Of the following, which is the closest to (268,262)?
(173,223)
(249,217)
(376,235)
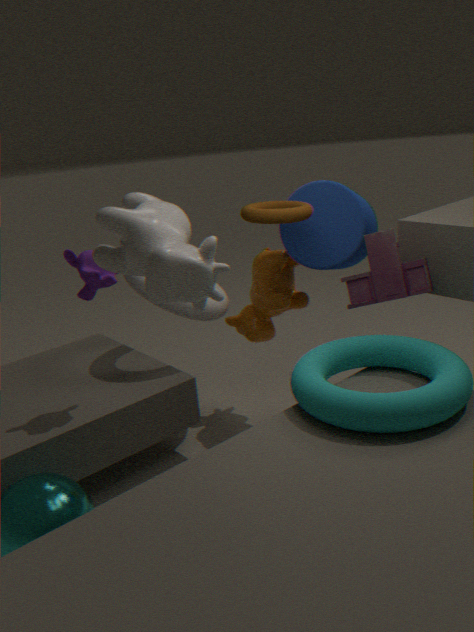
(249,217)
